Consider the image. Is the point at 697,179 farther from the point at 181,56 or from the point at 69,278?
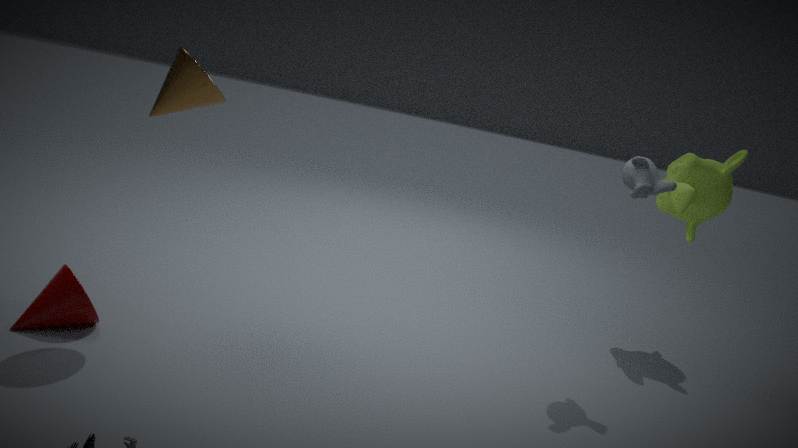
the point at 69,278
